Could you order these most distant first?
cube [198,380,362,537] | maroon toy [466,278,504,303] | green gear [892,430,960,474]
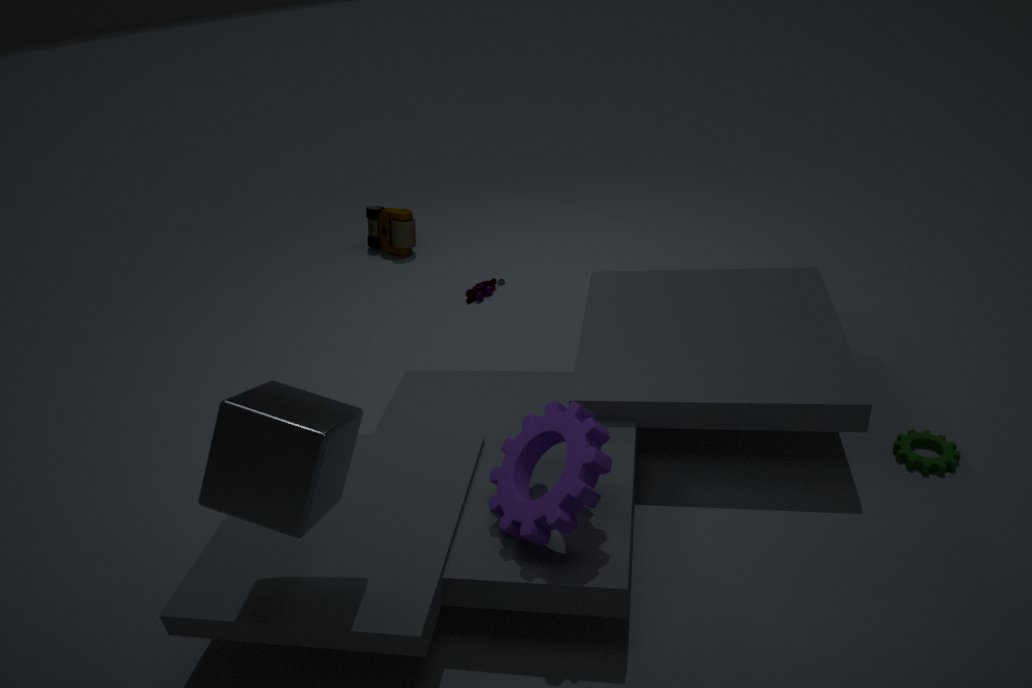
maroon toy [466,278,504,303]
green gear [892,430,960,474]
cube [198,380,362,537]
